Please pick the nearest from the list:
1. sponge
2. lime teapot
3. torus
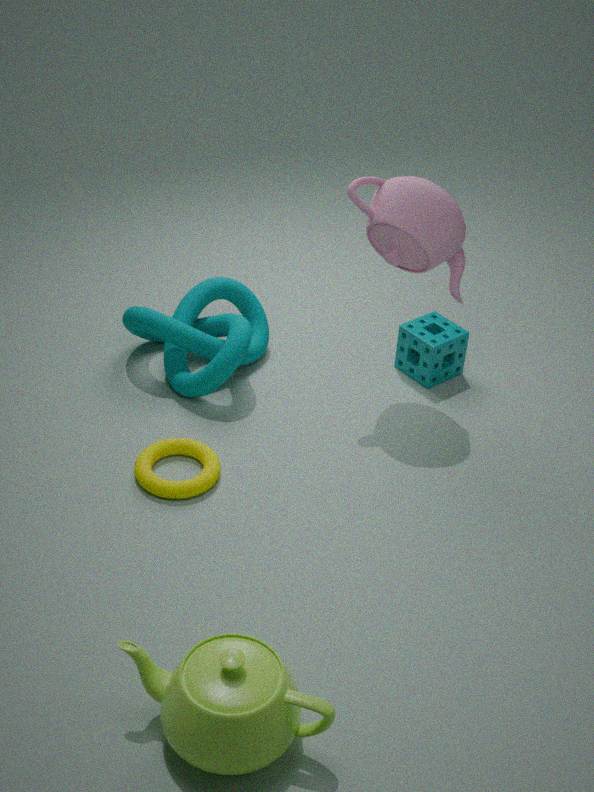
lime teapot
